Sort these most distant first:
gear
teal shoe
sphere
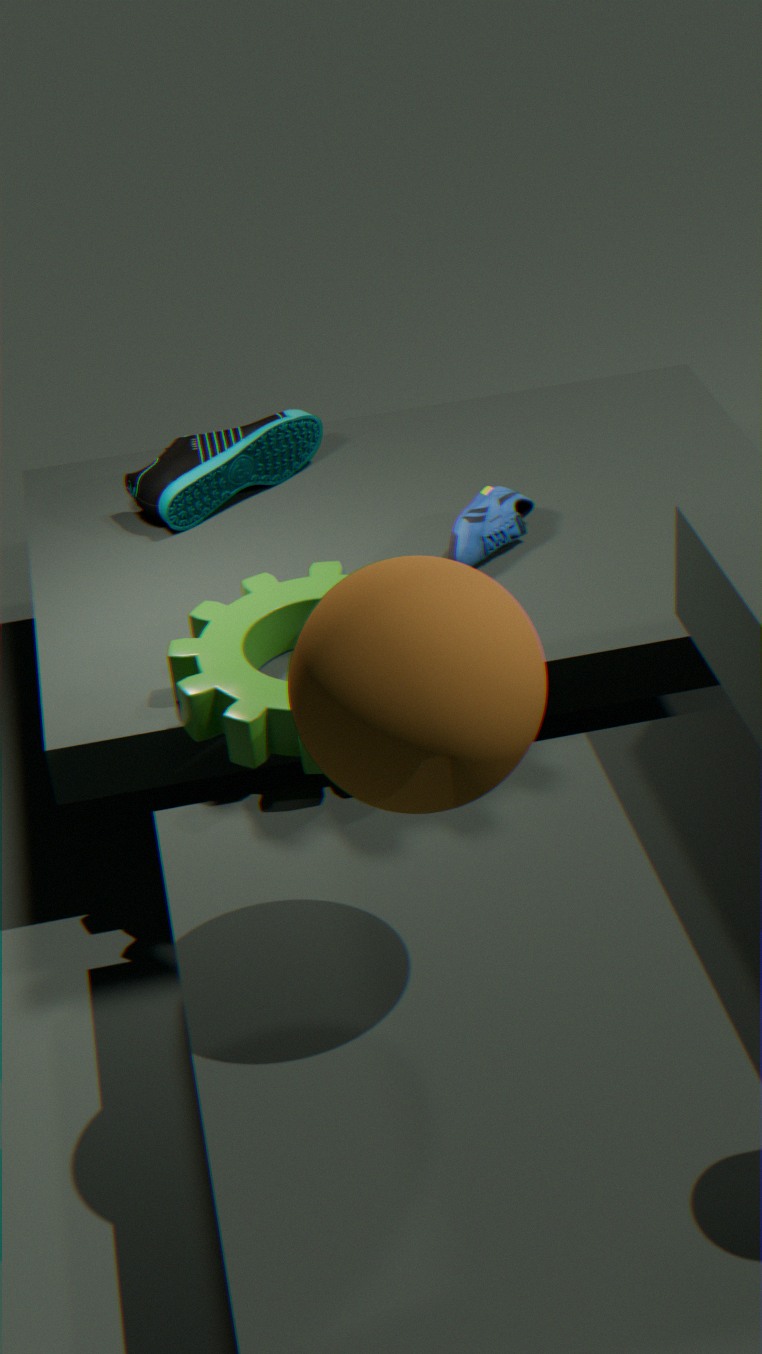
teal shoe
gear
sphere
